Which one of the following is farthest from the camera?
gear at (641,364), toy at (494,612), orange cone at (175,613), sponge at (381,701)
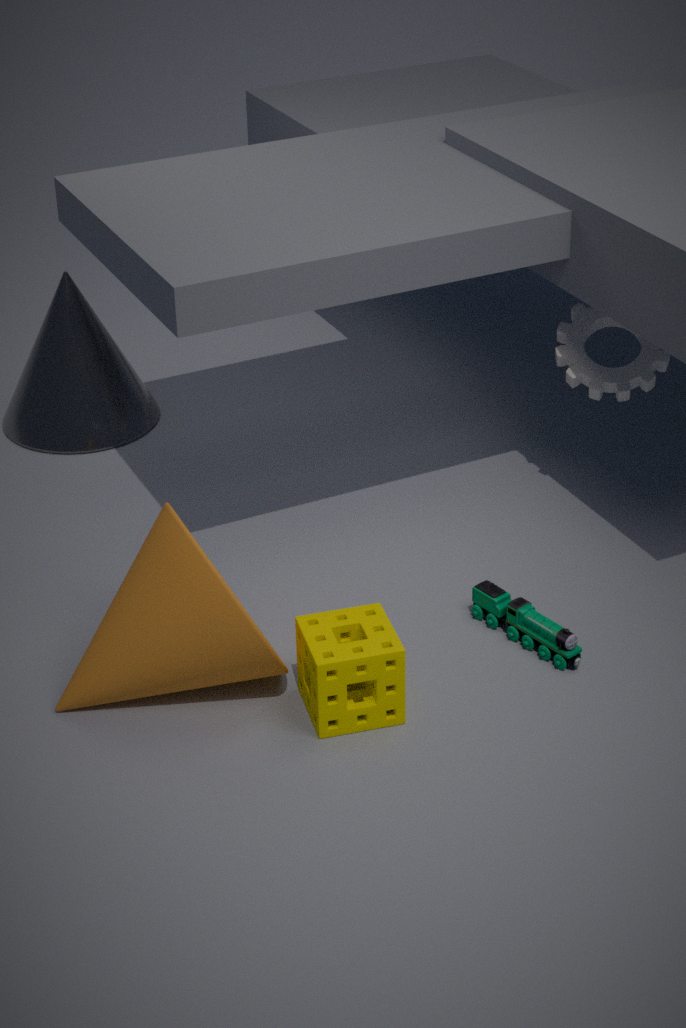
gear at (641,364)
